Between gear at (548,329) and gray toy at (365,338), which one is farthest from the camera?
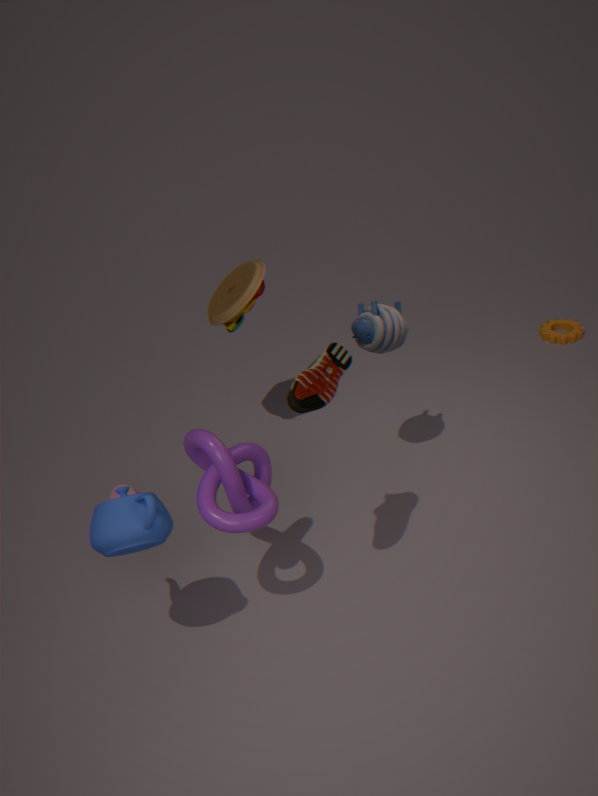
gear at (548,329)
